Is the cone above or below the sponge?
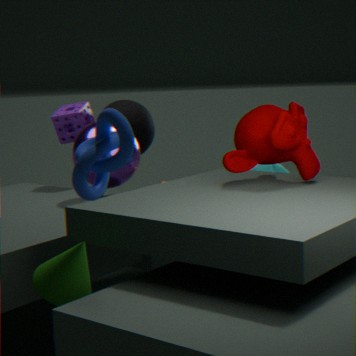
below
